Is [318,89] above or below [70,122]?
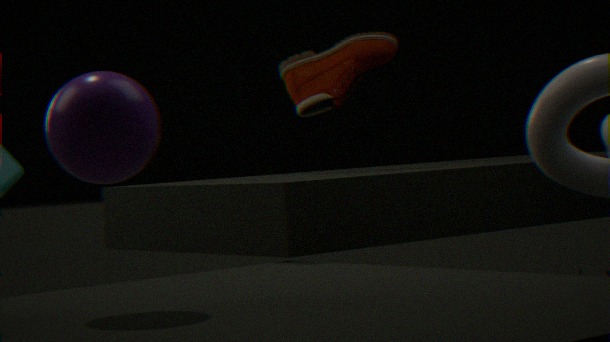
above
